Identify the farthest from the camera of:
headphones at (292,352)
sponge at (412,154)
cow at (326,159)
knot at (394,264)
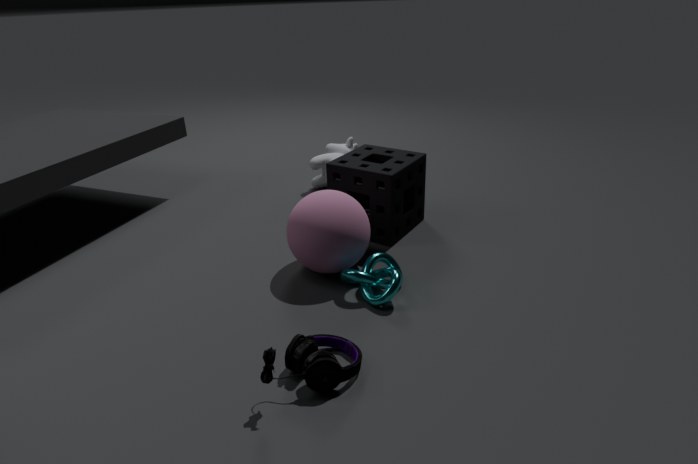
cow at (326,159)
